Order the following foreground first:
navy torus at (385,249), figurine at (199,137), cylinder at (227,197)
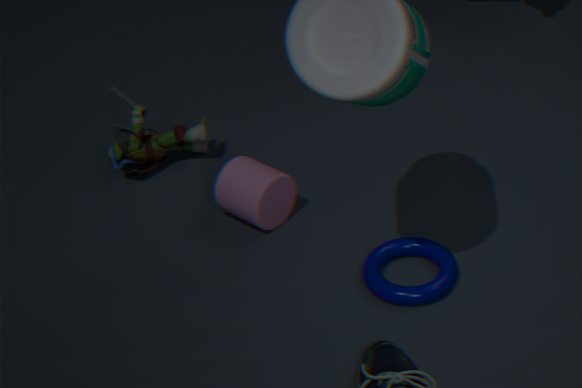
navy torus at (385,249) → cylinder at (227,197) → figurine at (199,137)
